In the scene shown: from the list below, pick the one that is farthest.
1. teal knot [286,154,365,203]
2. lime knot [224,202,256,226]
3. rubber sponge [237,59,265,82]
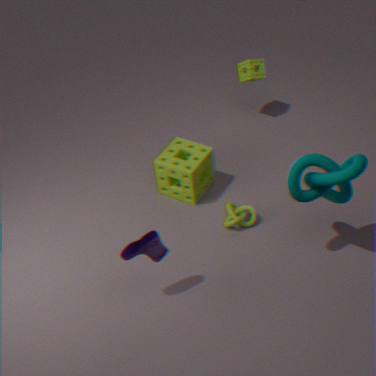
rubber sponge [237,59,265,82]
